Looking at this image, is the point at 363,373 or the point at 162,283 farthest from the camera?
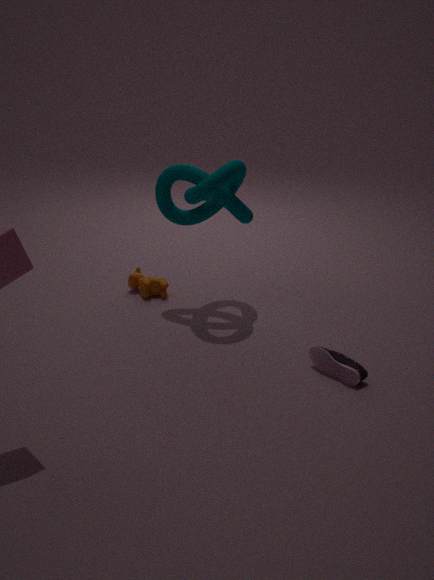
the point at 162,283
